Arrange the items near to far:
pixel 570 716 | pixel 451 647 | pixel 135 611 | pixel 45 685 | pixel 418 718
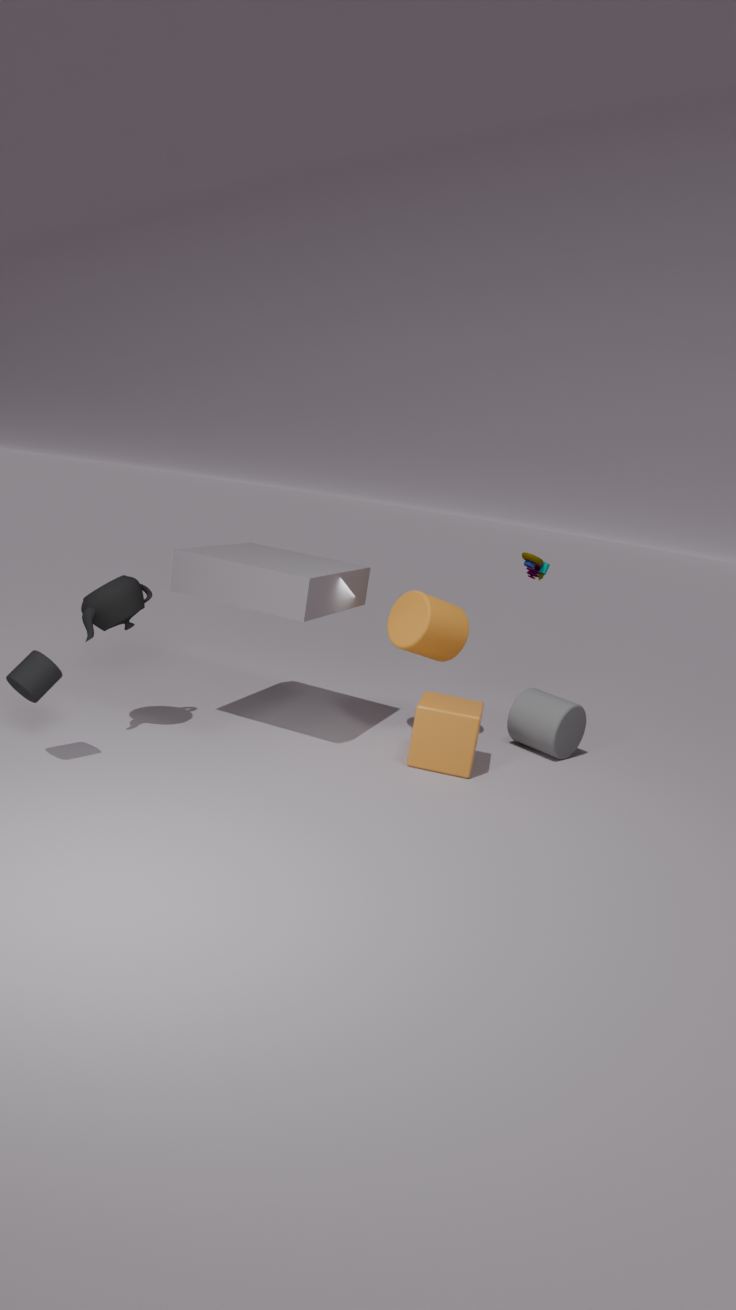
pixel 45 685
pixel 135 611
pixel 418 718
pixel 451 647
pixel 570 716
